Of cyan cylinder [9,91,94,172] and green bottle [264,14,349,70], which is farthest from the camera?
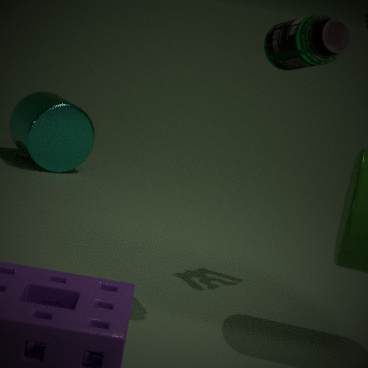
cyan cylinder [9,91,94,172]
